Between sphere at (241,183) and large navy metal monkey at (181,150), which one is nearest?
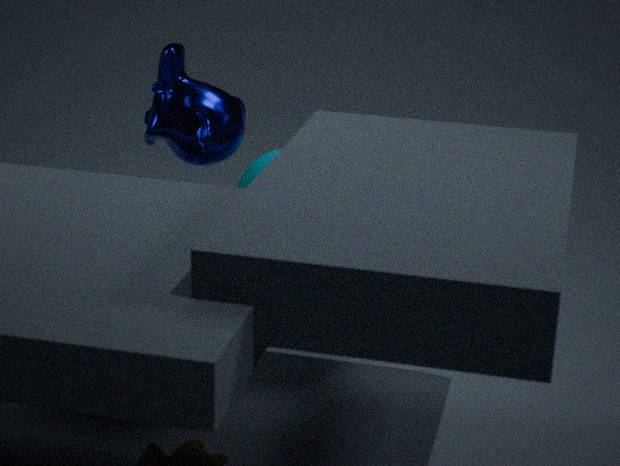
large navy metal monkey at (181,150)
